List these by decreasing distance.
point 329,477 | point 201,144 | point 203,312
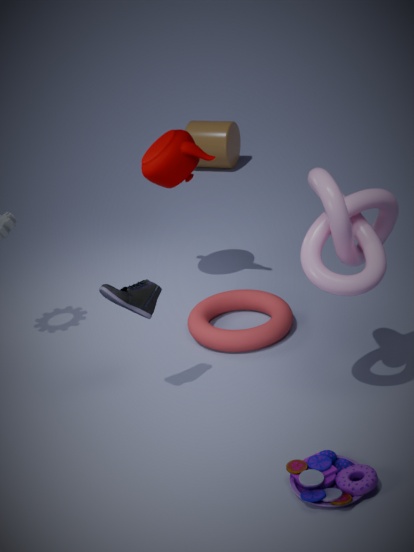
point 201,144
point 203,312
point 329,477
